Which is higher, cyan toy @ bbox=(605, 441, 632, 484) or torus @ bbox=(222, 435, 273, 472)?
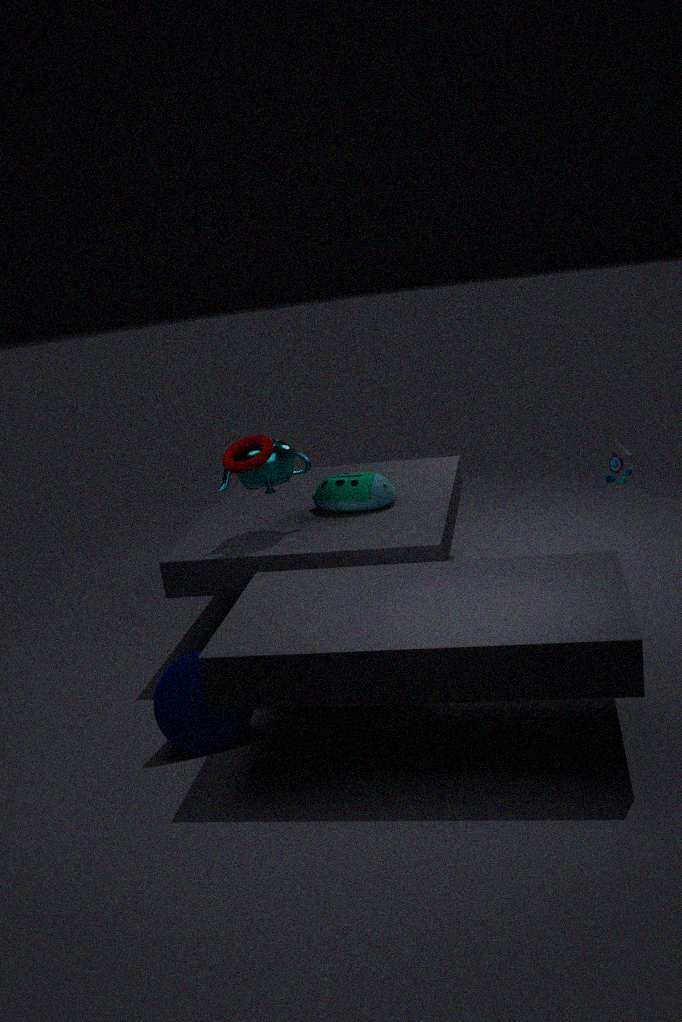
torus @ bbox=(222, 435, 273, 472)
